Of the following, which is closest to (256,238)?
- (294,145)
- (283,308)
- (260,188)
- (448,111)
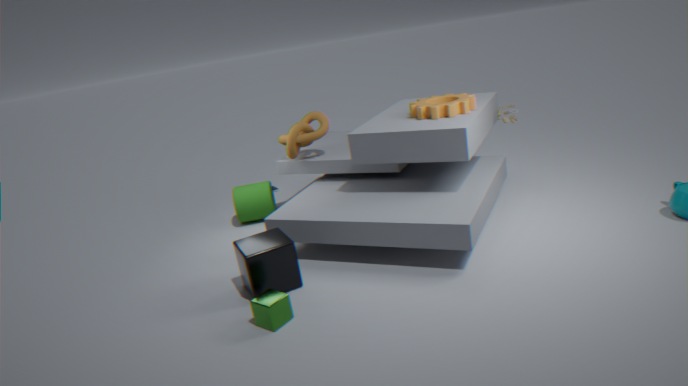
(283,308)
